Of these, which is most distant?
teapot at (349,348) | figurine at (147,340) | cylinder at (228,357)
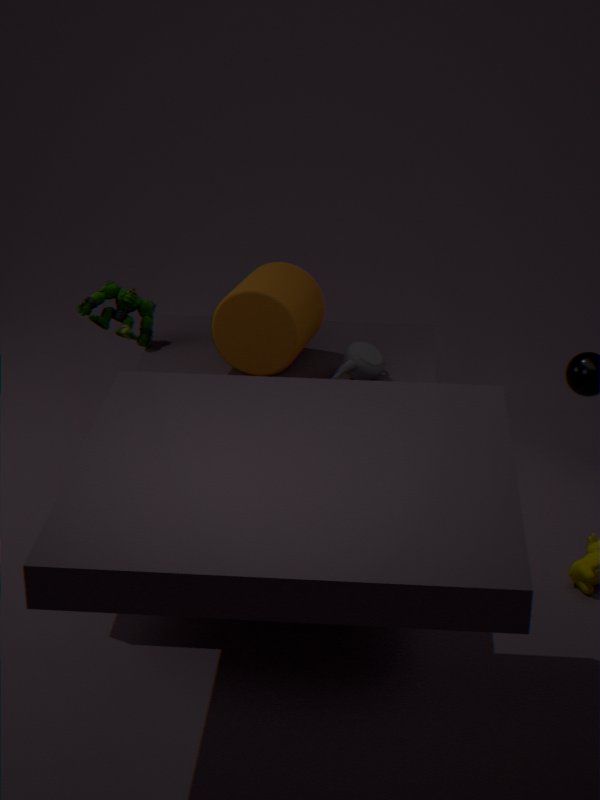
figurine at (147,340)
